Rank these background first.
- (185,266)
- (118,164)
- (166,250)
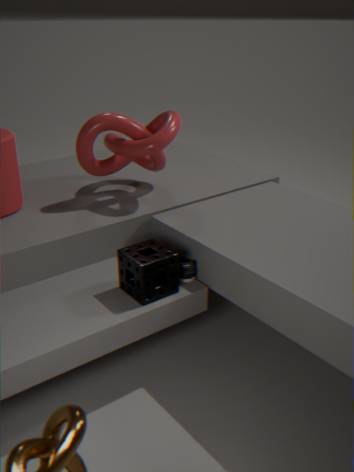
1. (118,164)
2. (185,266)
3. (166,250)
